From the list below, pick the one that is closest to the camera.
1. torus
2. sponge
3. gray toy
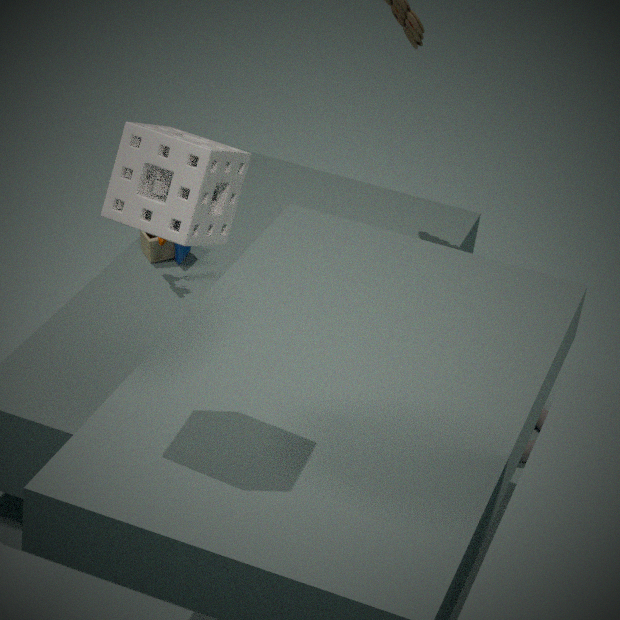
sponge
